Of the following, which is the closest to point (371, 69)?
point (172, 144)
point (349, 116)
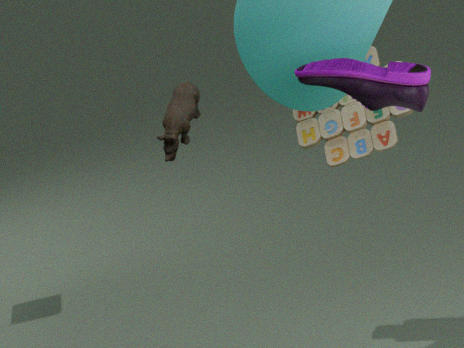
point (349, 116)
